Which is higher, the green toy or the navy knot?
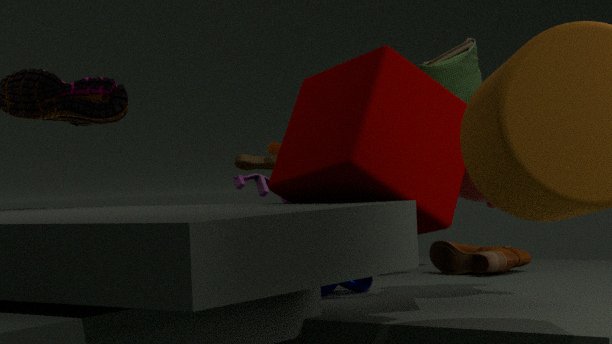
the green toy
